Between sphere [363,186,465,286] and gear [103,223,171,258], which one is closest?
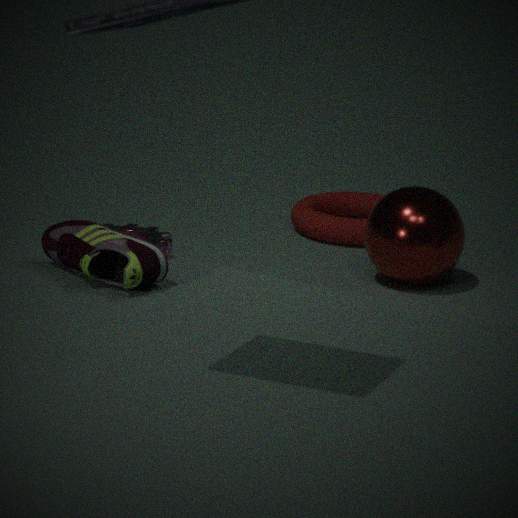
gear [103,223,171,258]
